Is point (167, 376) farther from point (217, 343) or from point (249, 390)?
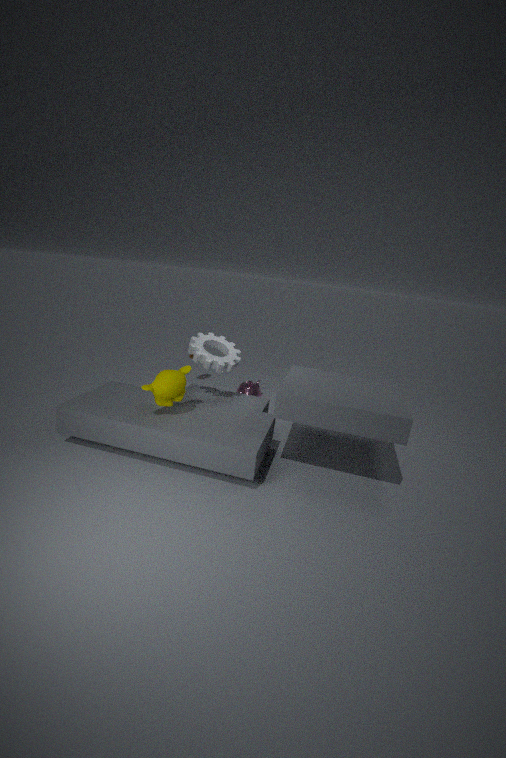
point (249, 390)
